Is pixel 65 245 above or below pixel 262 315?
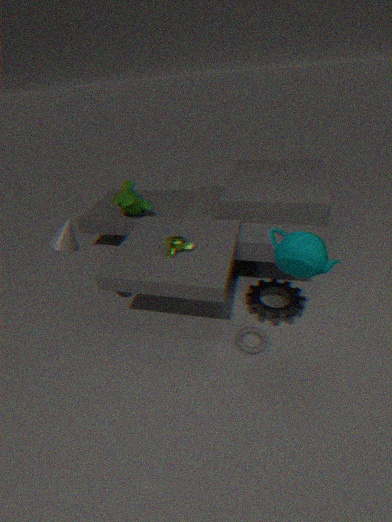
above
